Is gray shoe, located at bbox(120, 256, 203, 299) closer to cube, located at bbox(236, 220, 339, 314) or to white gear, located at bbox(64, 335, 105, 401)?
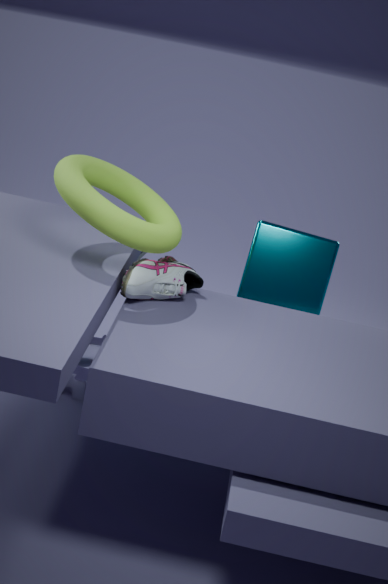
cube, located at bbox(236, 220, 339, 314)
